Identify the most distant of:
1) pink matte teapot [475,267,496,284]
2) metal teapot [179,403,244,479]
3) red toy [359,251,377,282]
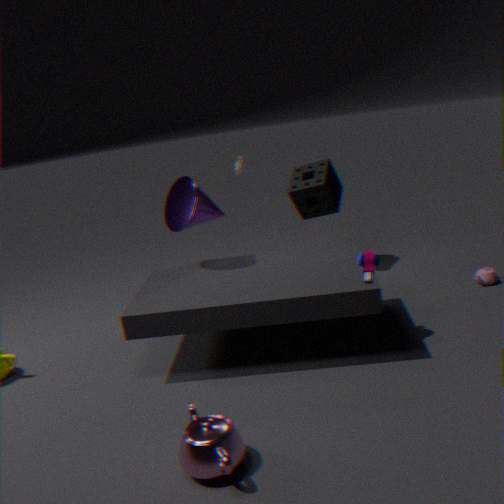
1. pink matte teapot [475,267,496,284]
